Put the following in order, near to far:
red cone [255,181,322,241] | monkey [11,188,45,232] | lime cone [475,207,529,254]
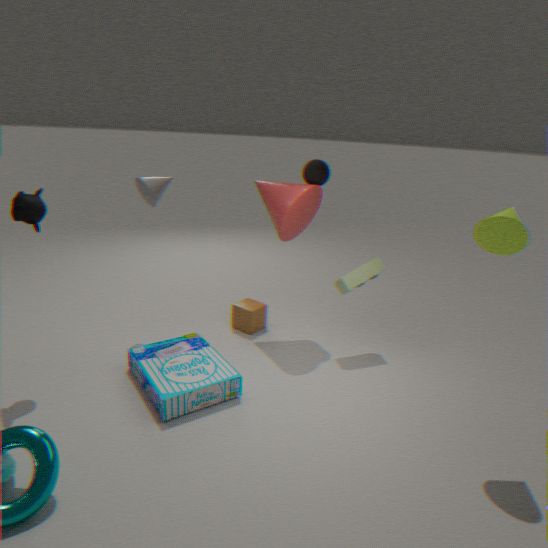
lime cone [475,207,529,254], monkey [11,188,45,232], red cone [255,181,322,241]
